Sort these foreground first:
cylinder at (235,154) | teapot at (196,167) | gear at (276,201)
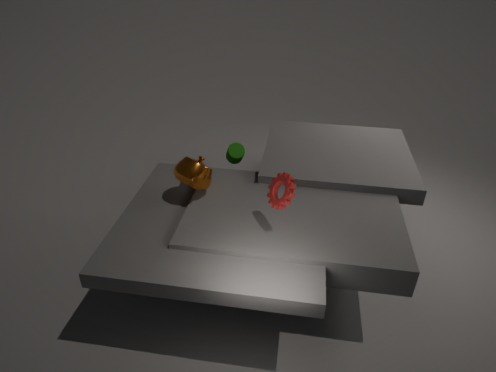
gear at (276,201), teapot at (196,167), cylinder at (235,154)
